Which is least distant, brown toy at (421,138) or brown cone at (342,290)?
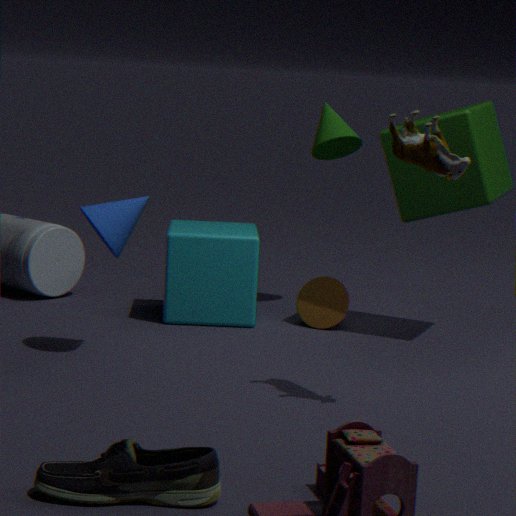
brown toy at (421,138)
